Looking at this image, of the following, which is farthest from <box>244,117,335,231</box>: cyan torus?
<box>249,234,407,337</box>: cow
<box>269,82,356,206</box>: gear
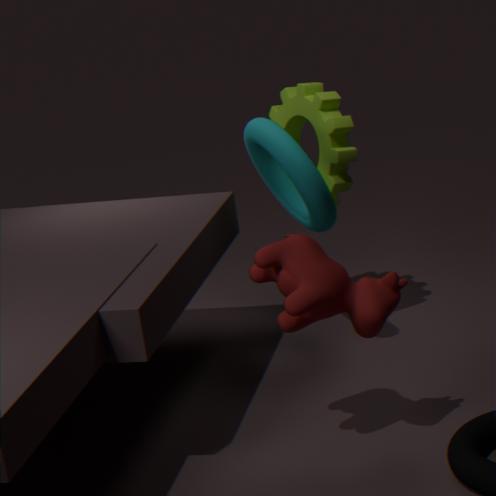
<box>249,234,407,337</box>: cow
